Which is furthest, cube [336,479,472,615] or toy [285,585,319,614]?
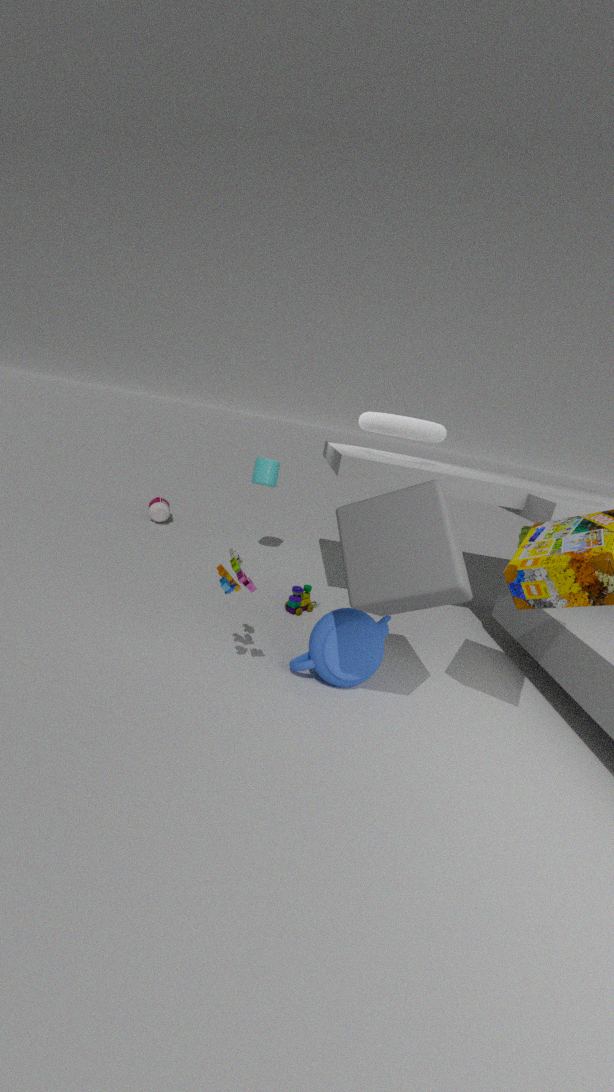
toy [285,585,319,614]
